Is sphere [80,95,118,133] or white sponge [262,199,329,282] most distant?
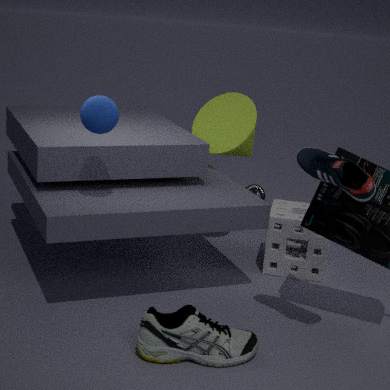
white sponge [262,199,329,282]
